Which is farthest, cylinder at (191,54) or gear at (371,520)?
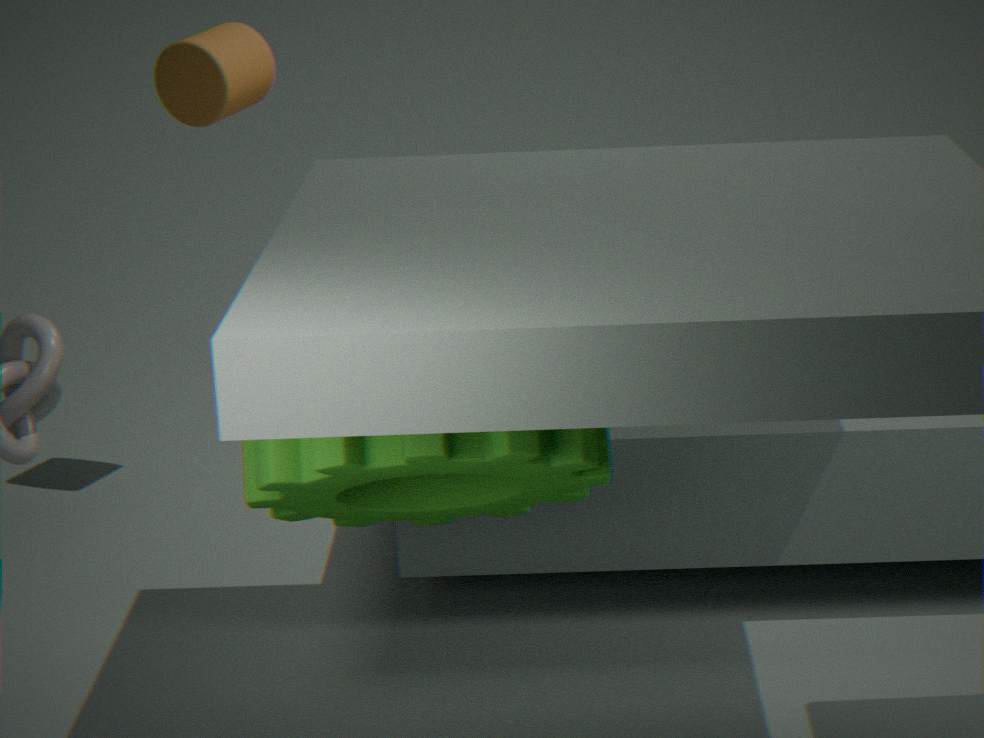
cylinder at (191,54)
